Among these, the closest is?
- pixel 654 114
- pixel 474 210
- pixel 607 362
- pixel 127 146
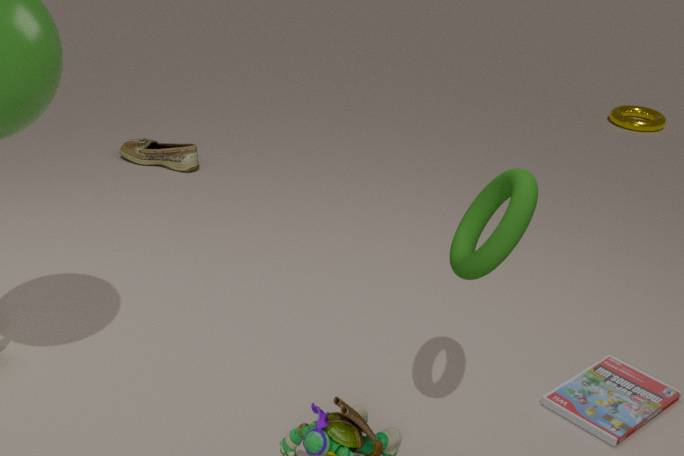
pixel 474 210
